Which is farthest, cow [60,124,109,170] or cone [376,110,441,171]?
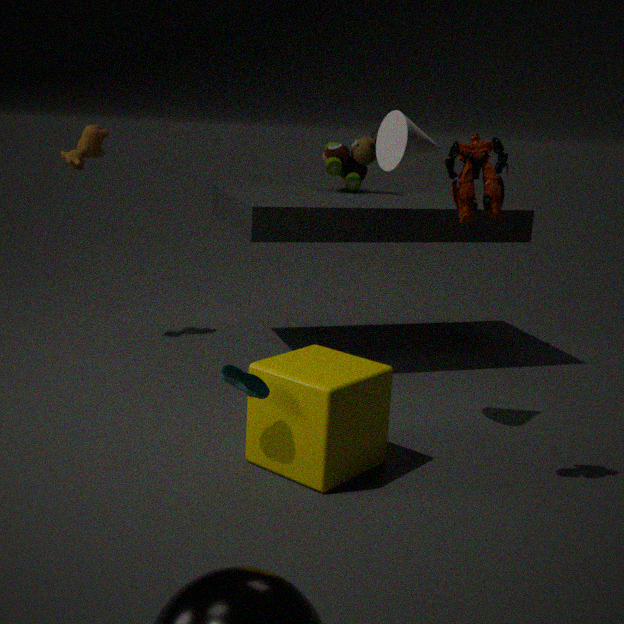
cow [60,124,109,170]
